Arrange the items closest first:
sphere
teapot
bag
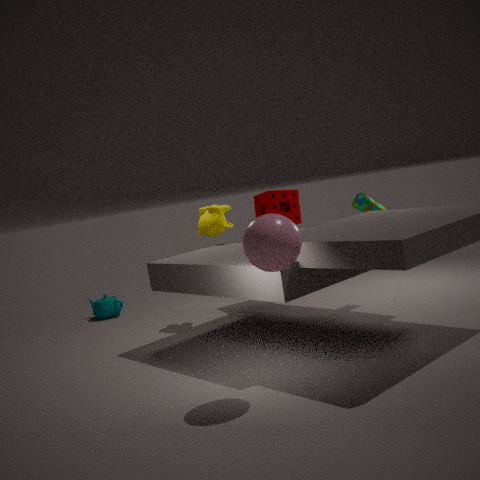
sphere < bag < teapot
